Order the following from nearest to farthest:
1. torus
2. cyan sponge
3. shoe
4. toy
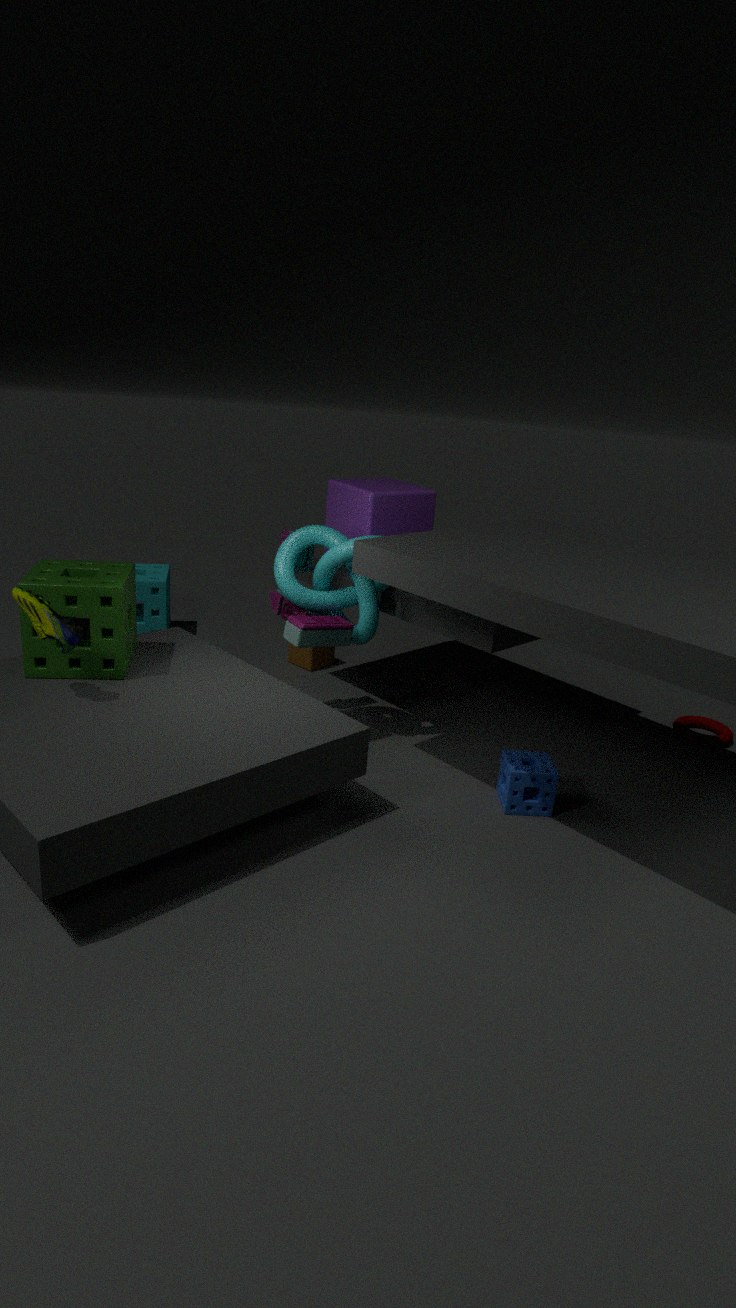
shoe < toy < torus < cyan sponge
